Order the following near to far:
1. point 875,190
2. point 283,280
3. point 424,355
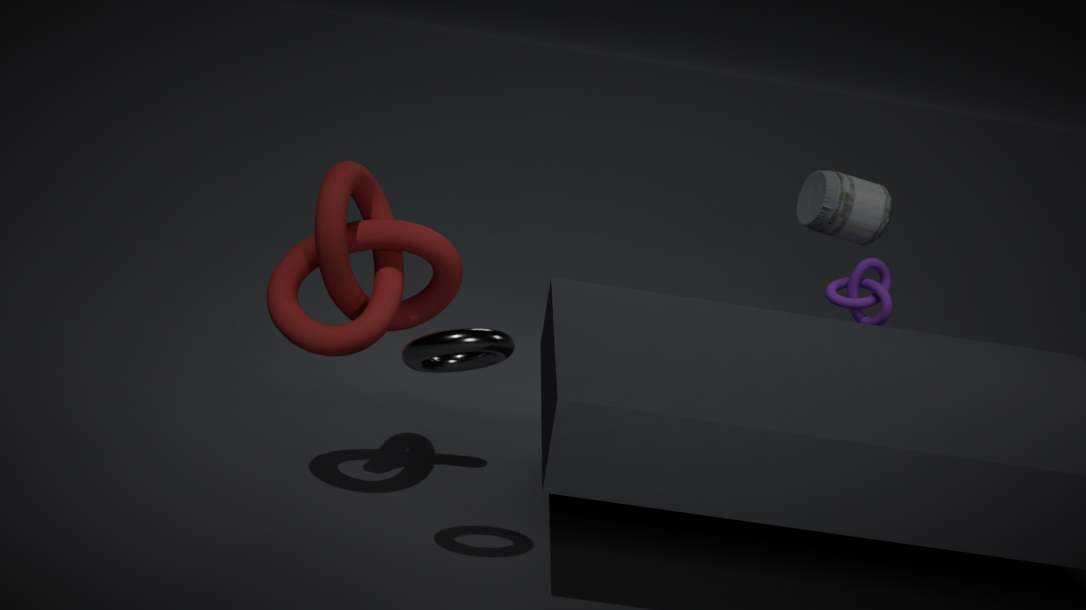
point 424,355 < point 283,280 < point 875,190
